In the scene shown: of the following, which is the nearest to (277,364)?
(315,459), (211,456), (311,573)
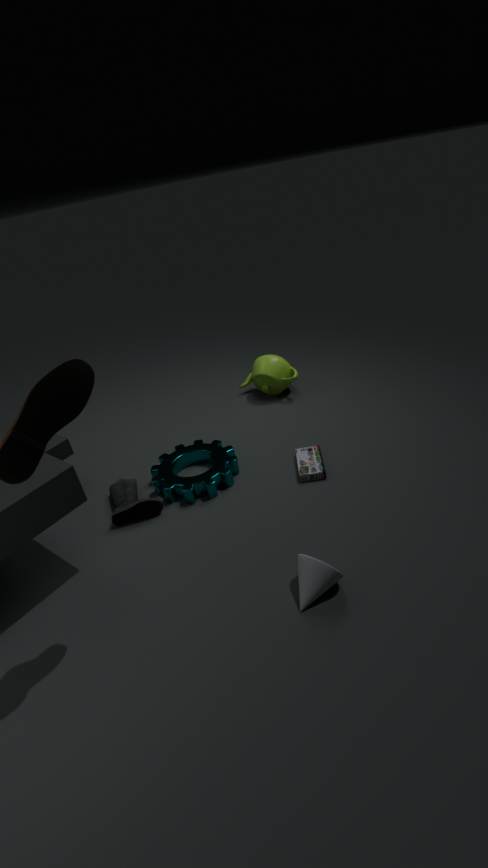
(315,459)
